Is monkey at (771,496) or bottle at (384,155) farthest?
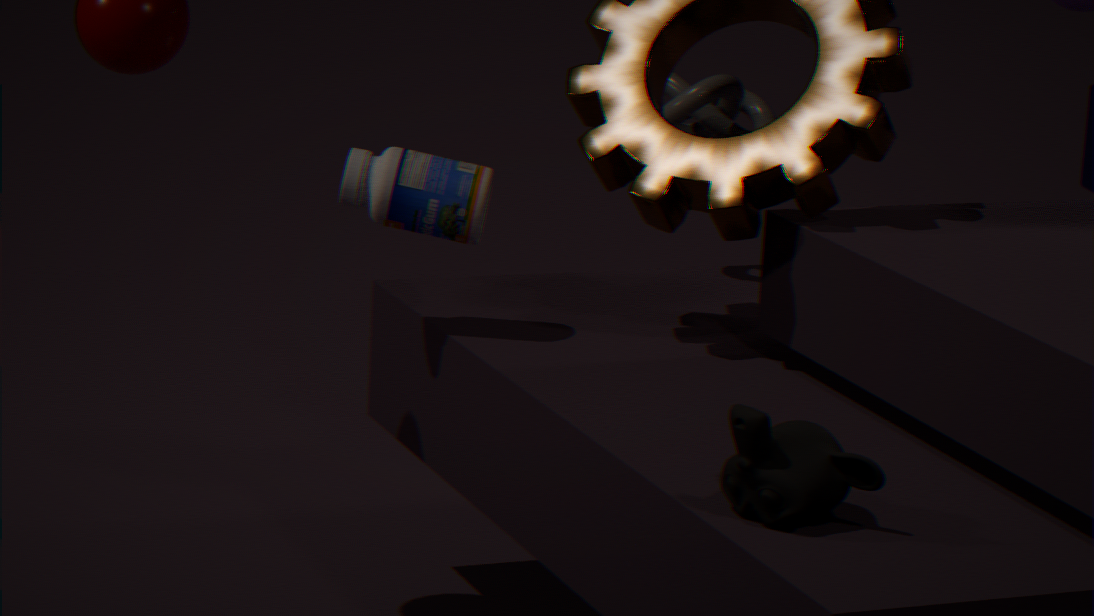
bottle at (384,155)
